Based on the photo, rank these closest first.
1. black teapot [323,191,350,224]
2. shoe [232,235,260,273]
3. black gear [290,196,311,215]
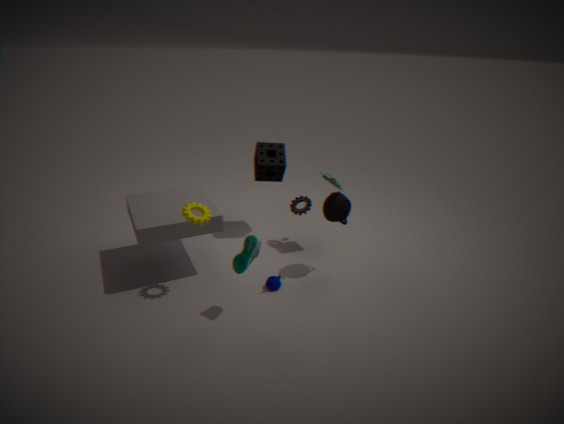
shoe [232,235,260,273] → black teapot [323,191,350,224] → black gear [290,196,311,215]
